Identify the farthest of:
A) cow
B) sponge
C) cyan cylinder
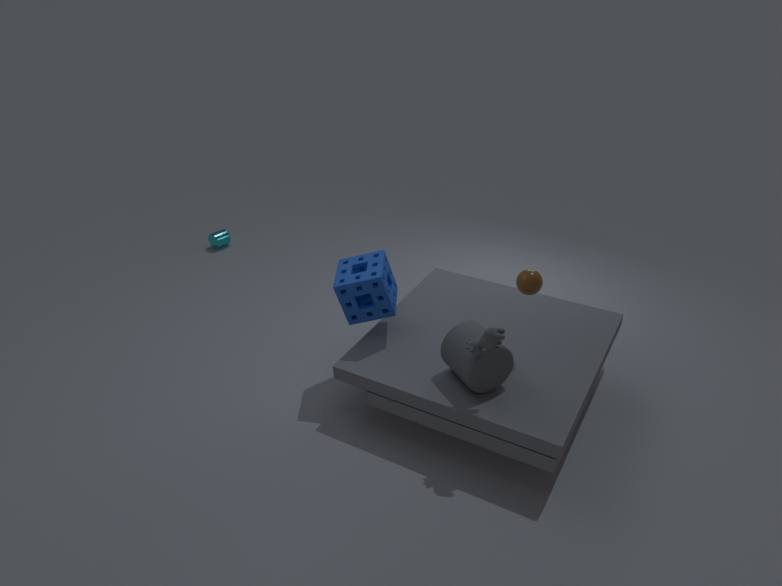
cyan cylinder
